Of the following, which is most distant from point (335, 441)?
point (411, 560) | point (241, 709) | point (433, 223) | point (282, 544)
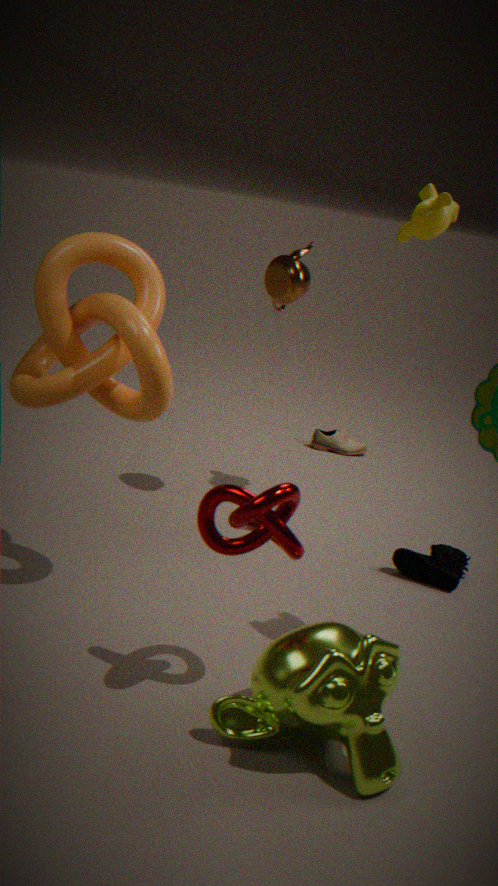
point (241, 709)
